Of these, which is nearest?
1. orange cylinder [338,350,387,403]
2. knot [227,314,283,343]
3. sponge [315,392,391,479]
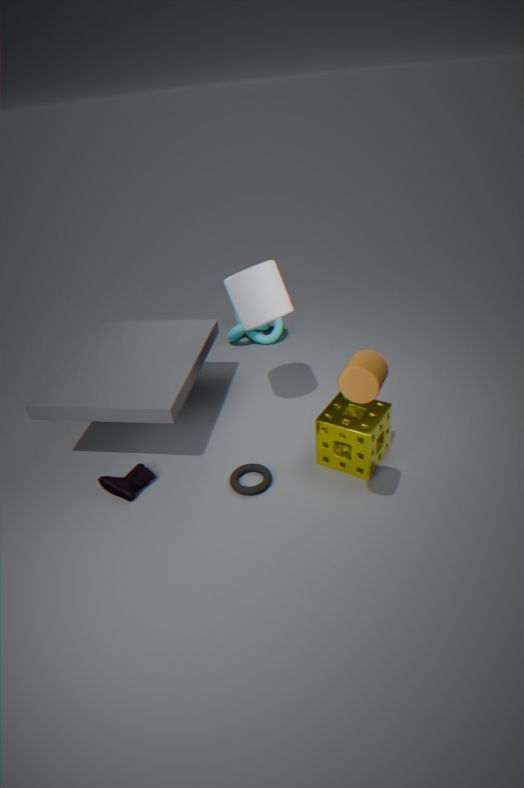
orange cylinder [338,350,387,403]
